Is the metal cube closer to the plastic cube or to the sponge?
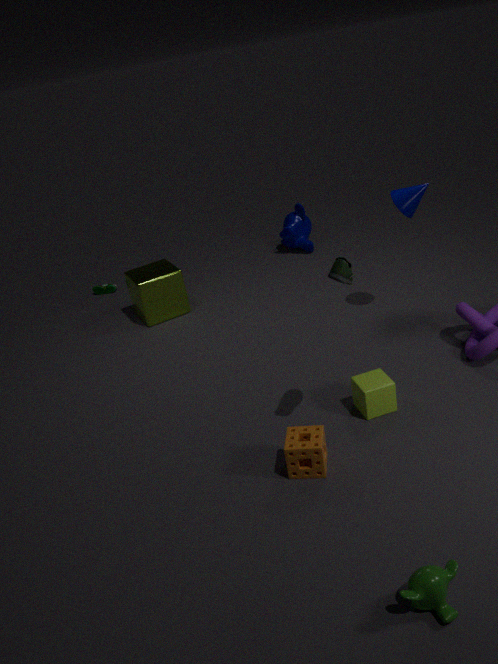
the plastic cube
